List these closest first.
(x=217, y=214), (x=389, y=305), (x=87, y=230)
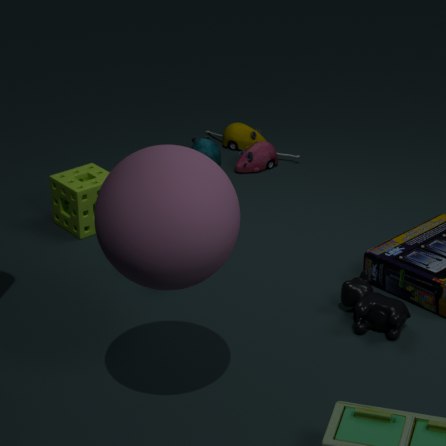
(x=217, y=214)
(x=389, y=305)
(x=87, y=230)
